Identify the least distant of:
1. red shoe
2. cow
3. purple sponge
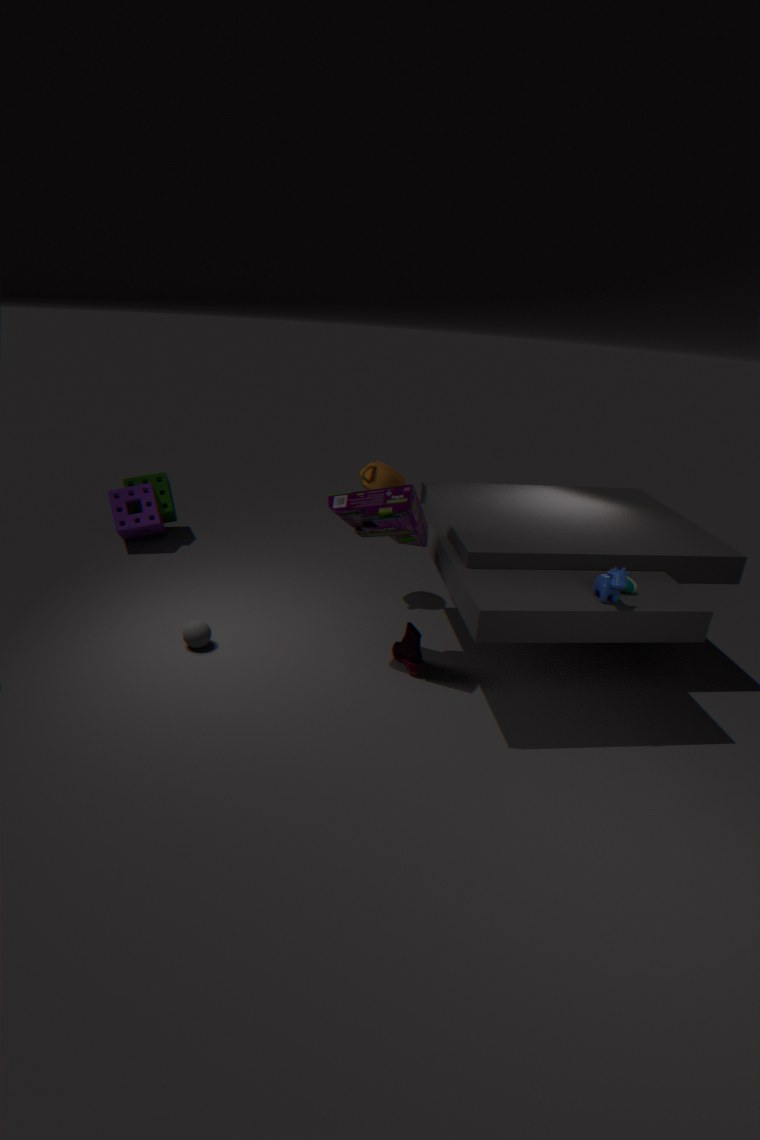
cow
